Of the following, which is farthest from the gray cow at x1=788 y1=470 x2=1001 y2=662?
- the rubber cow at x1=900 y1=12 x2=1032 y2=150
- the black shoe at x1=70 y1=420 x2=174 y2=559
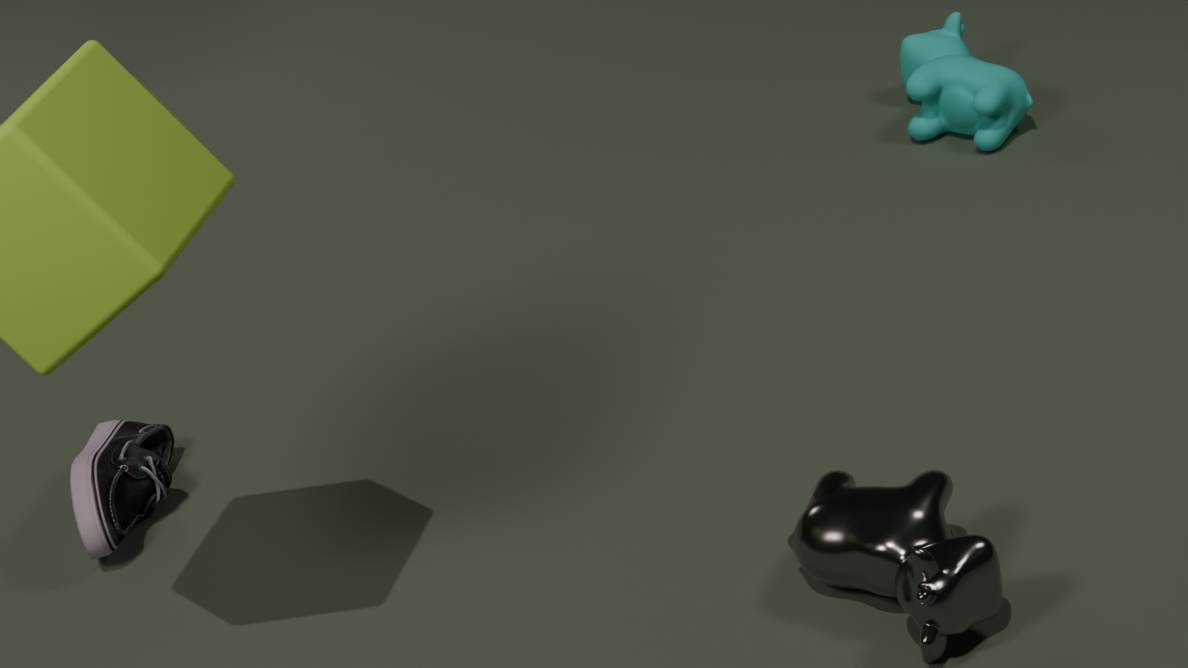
the rubber cow at x1=900 y1=12 x2=1032 y2=150
